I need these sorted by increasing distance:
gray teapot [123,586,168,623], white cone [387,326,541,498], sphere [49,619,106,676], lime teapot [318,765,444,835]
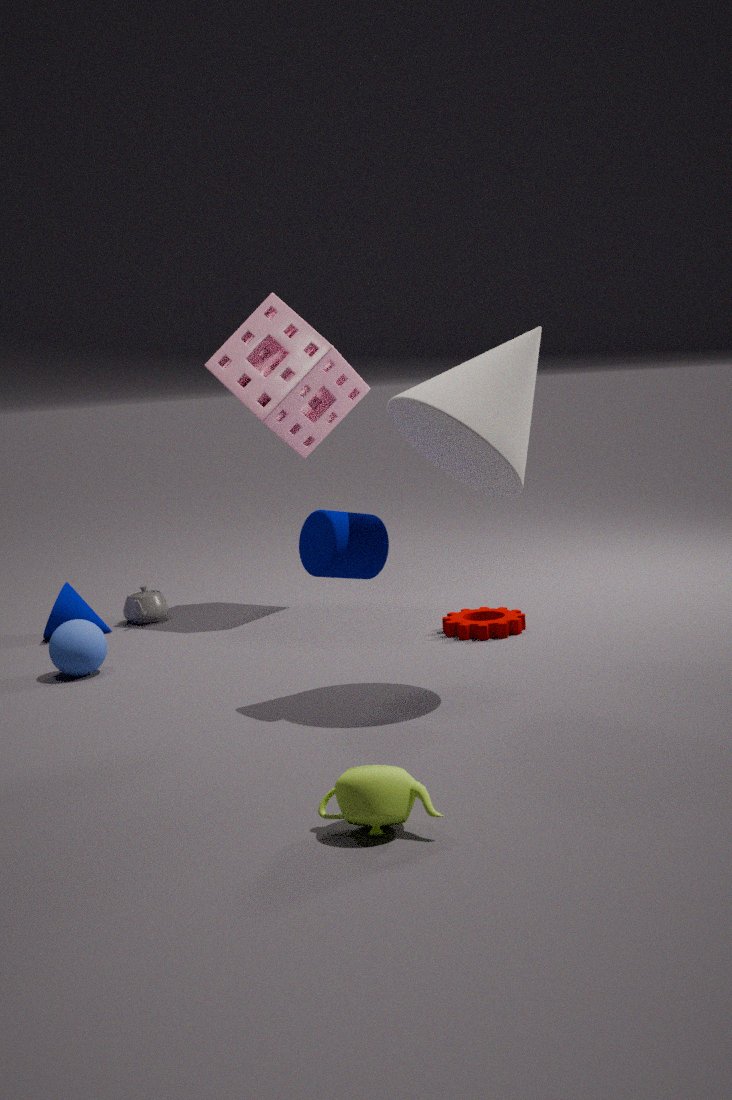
lime teapot [318,765,444,835] → white cone [387,326,541,498] → sphere [49,619,106,676] → gray teapot [123,586,168,623]
